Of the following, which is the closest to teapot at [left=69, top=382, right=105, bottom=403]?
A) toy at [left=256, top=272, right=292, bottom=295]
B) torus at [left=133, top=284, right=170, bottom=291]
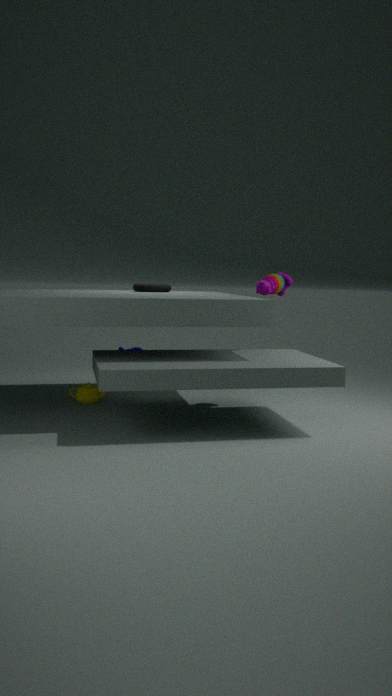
torus at [left=133, top=284, right=170, bottom=291]
